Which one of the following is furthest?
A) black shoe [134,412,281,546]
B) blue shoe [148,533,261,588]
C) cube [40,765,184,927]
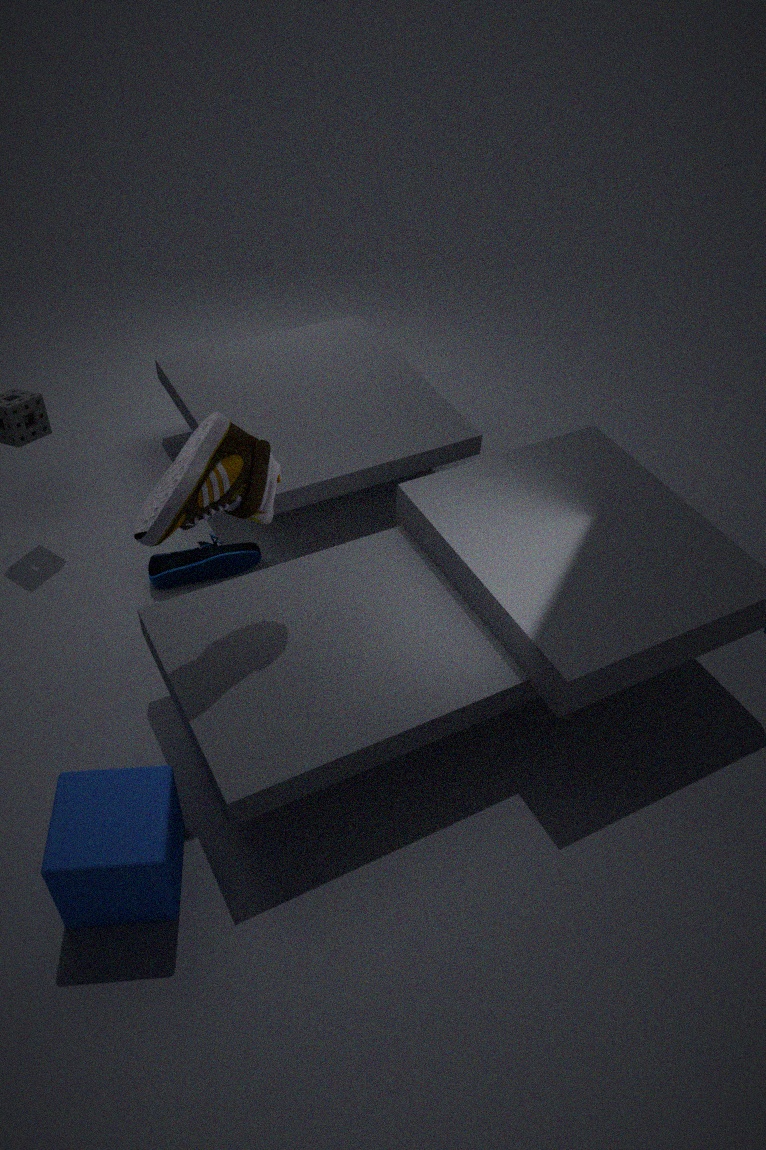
blue shoe [148,533,261,588]
